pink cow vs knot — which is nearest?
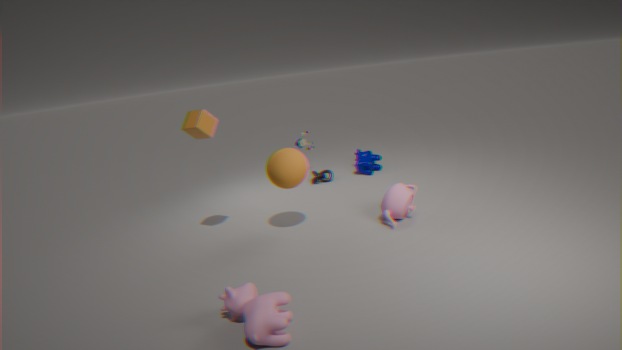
pink cow
